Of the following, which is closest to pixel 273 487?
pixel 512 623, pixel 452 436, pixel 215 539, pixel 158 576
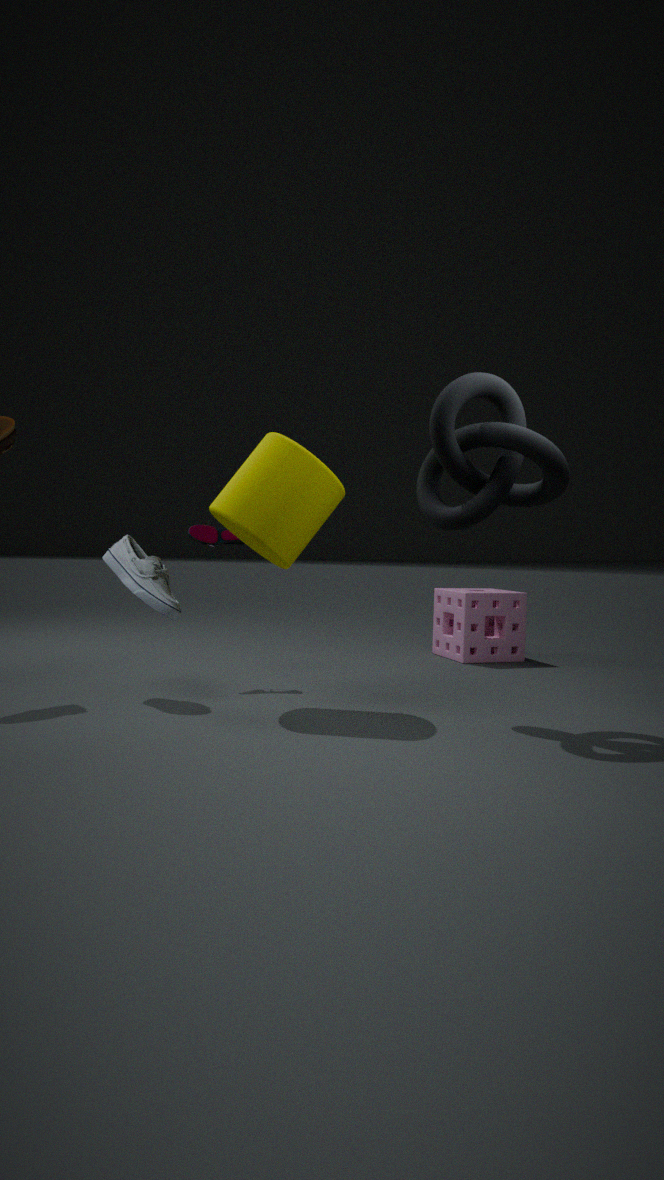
pixel 215 539
